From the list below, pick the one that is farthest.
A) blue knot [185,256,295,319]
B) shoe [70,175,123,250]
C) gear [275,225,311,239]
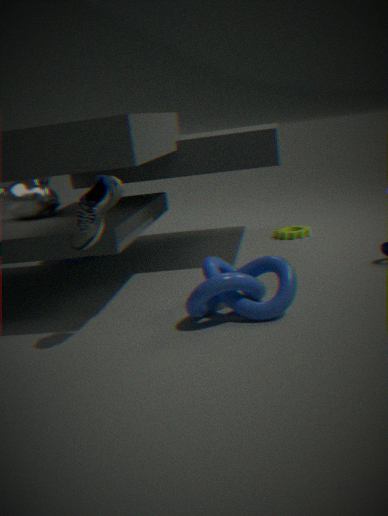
gear [275,225,311,239]
